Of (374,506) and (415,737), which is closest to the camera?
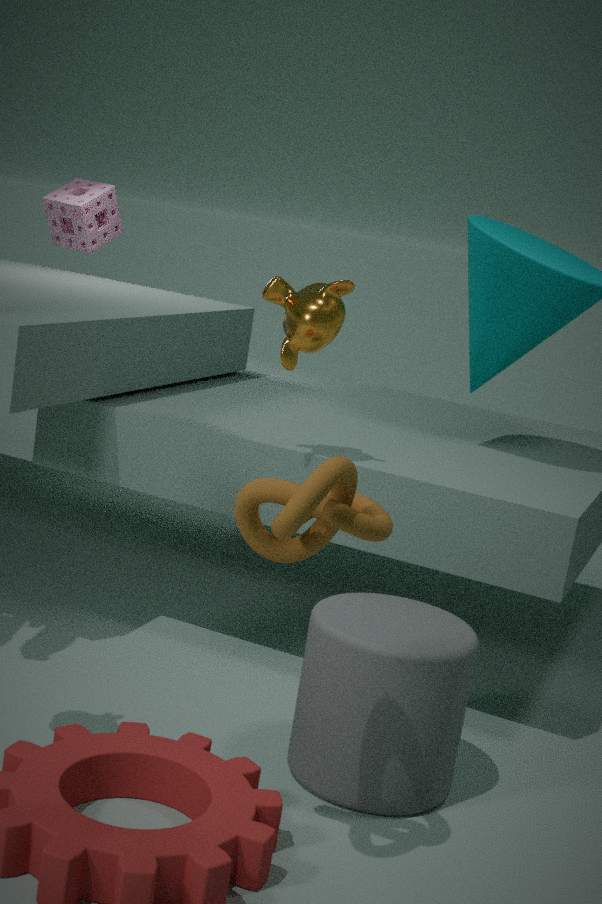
(374,506)
